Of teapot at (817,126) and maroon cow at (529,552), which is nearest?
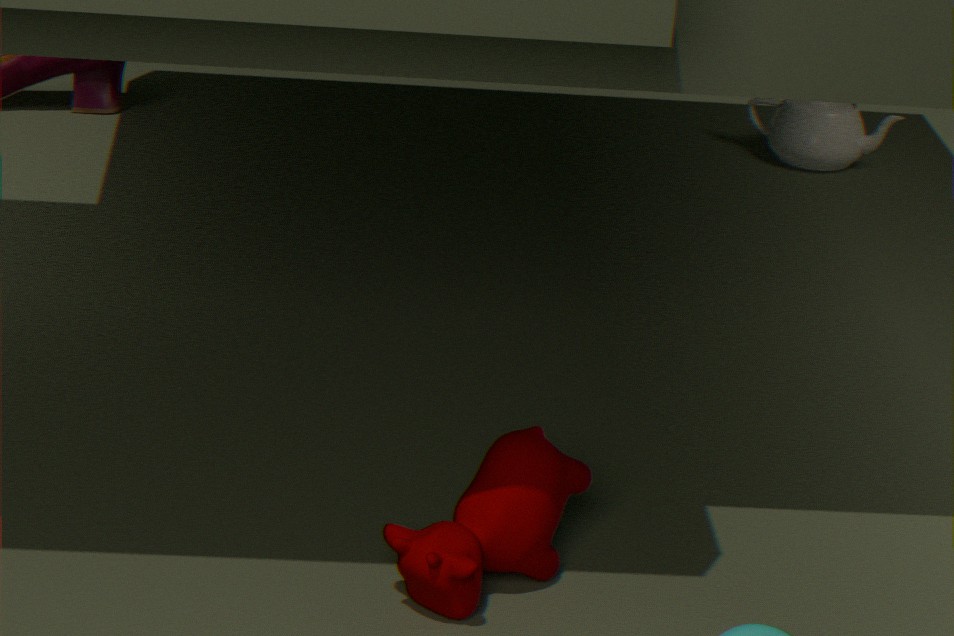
maroon cow at (529,552)
